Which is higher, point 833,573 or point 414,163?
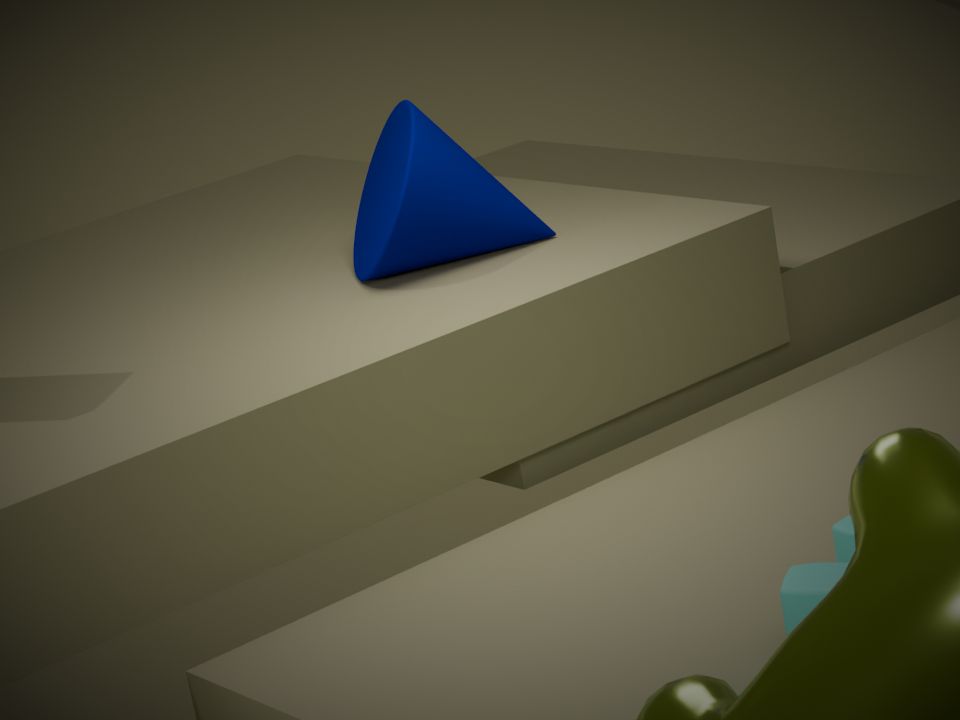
point 414,163
